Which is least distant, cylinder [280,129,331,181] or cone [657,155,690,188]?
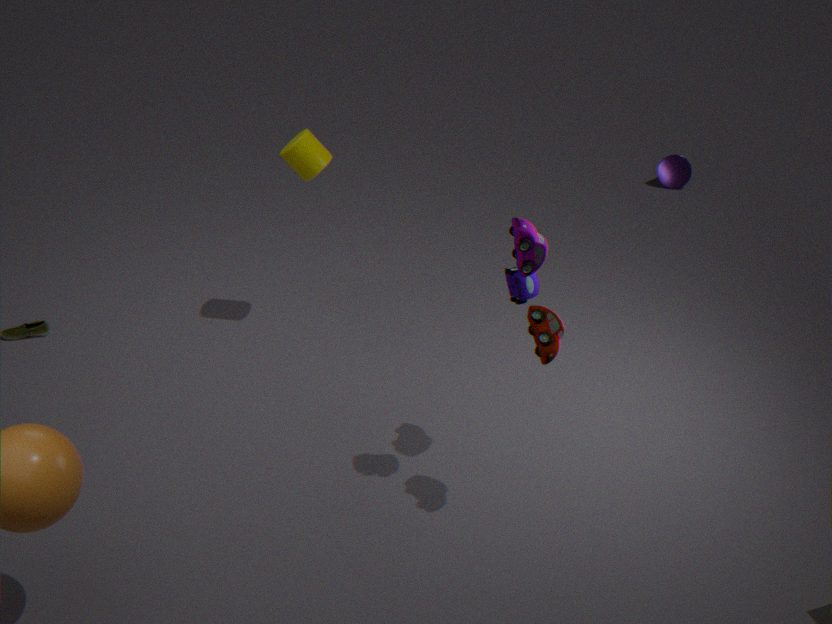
cylinder [280,129,331,181]
